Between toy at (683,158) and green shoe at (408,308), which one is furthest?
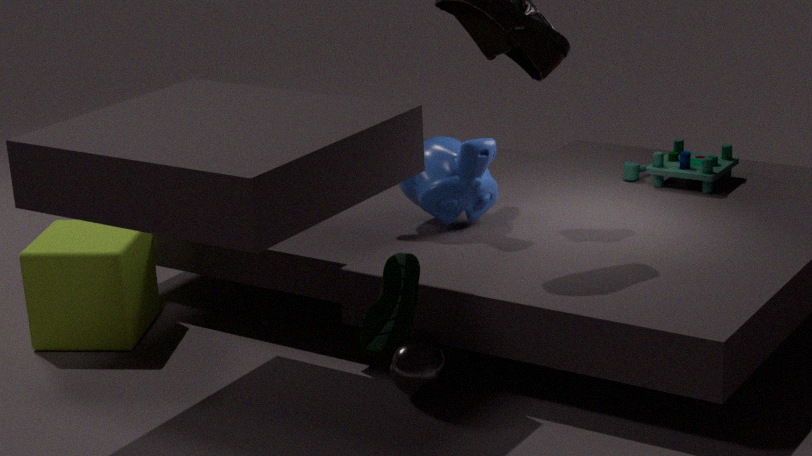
toy at (683,158)
